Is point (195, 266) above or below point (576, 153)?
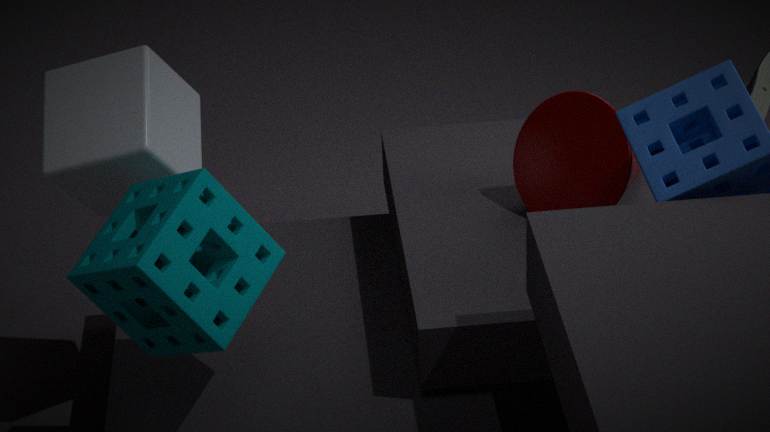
above
